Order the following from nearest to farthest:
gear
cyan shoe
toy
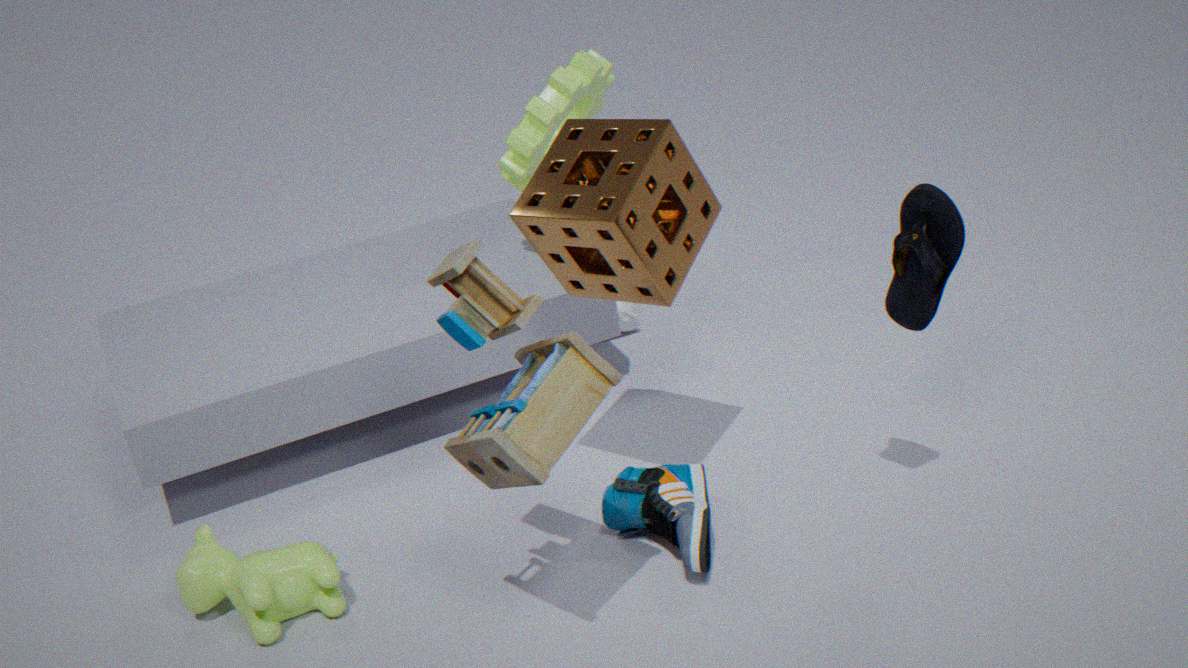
toy < cyan shoe < gear
